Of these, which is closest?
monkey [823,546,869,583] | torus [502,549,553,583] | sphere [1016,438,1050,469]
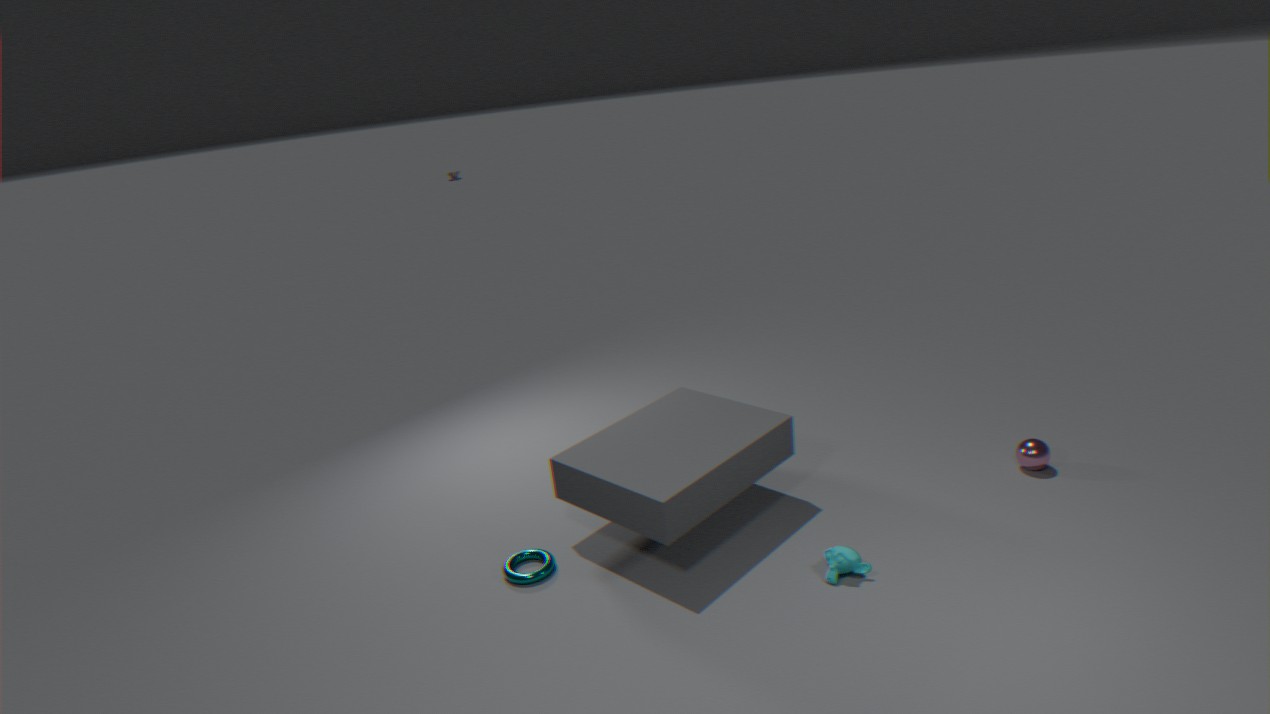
monkey [823,546,869,583]
